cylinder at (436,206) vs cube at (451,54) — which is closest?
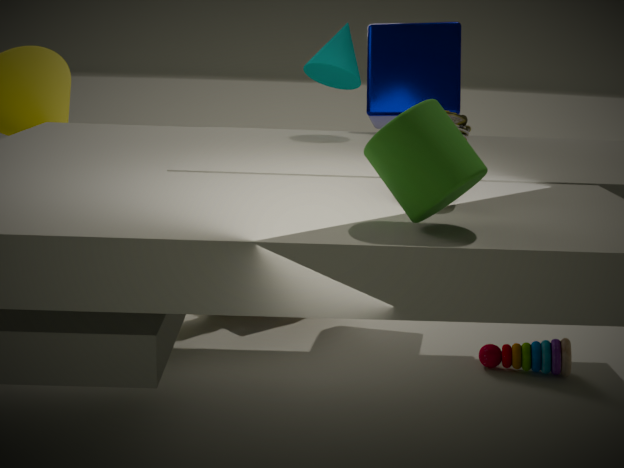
cylinder at (436,206)
